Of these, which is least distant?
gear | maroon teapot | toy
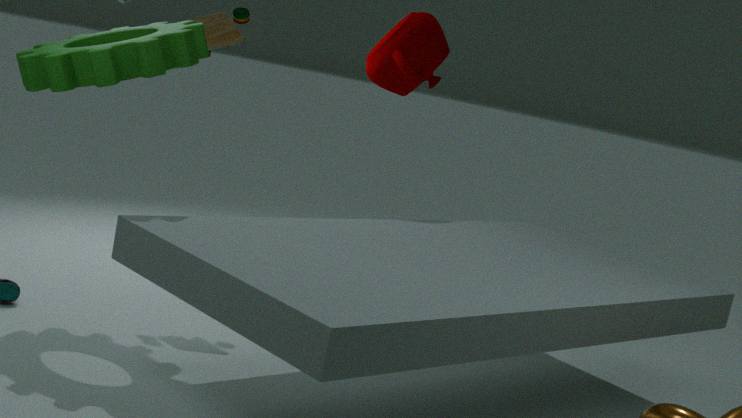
gear
